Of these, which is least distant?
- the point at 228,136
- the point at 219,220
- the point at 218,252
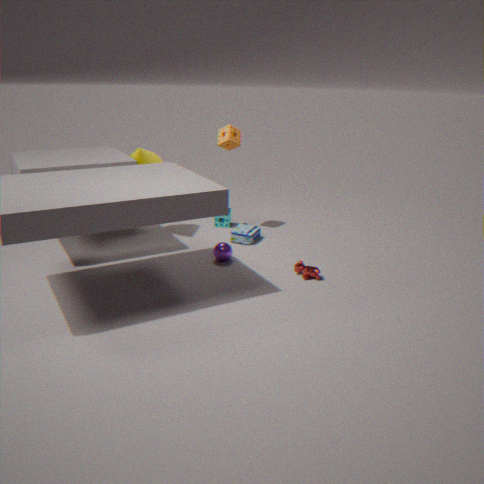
the point at 218,252
